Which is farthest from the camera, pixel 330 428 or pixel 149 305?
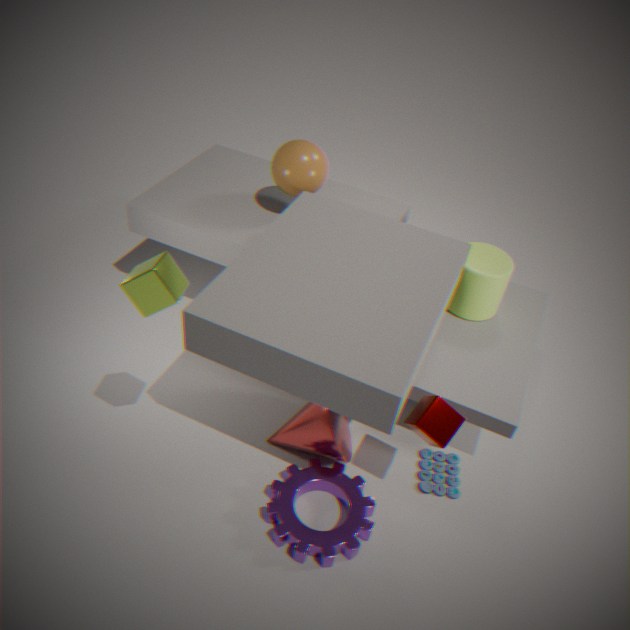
pixel 330 428
